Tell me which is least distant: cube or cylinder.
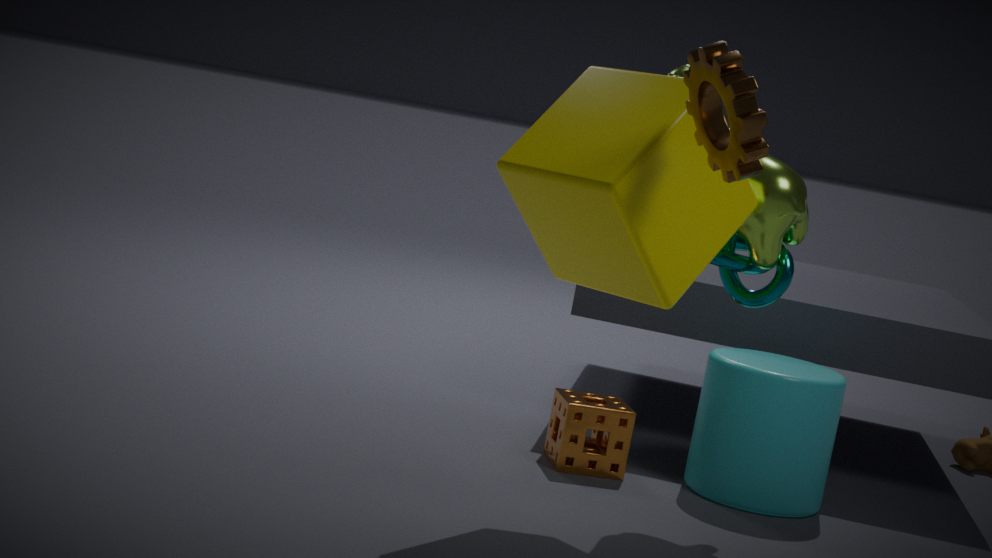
cube
